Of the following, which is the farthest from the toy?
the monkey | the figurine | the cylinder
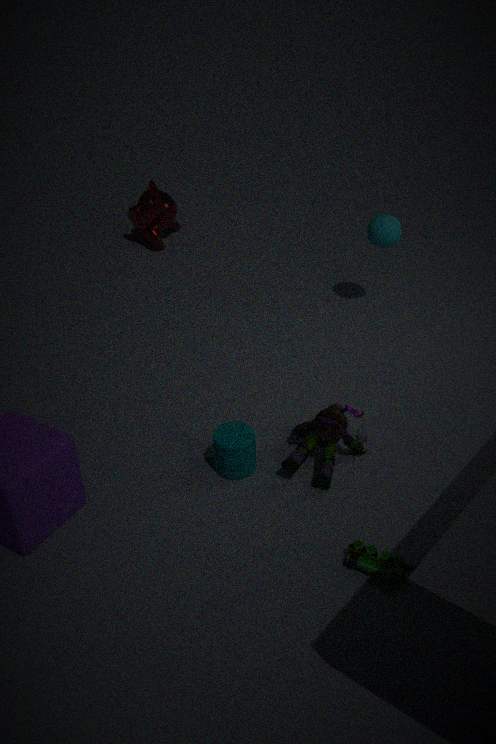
the monkey
